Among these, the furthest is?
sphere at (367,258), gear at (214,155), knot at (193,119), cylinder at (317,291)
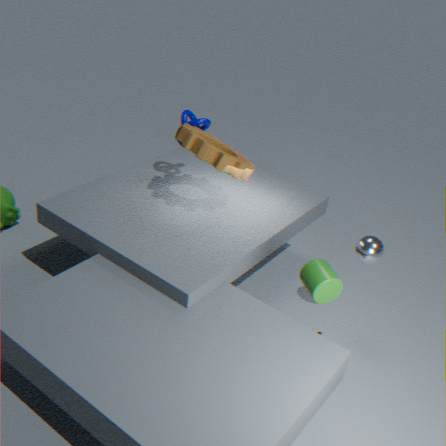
knot at (193,119)
